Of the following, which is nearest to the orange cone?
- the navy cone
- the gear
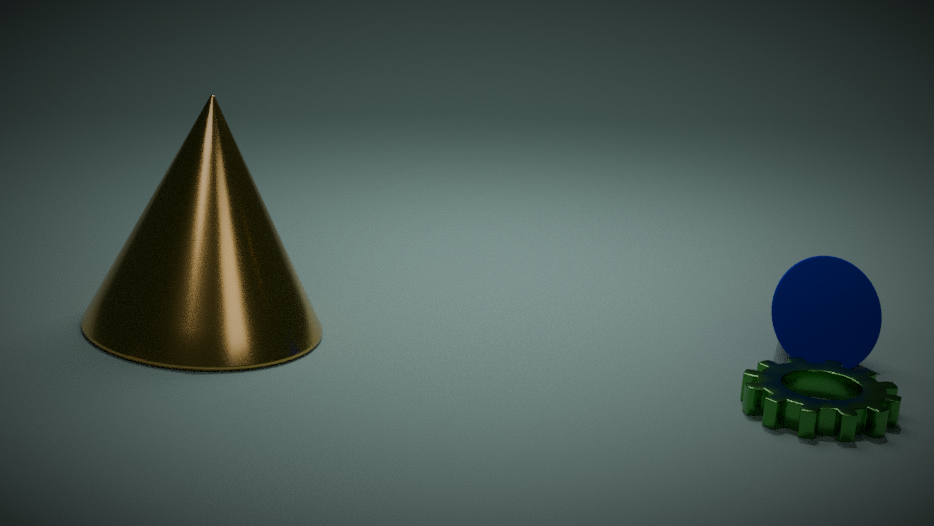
the gear
